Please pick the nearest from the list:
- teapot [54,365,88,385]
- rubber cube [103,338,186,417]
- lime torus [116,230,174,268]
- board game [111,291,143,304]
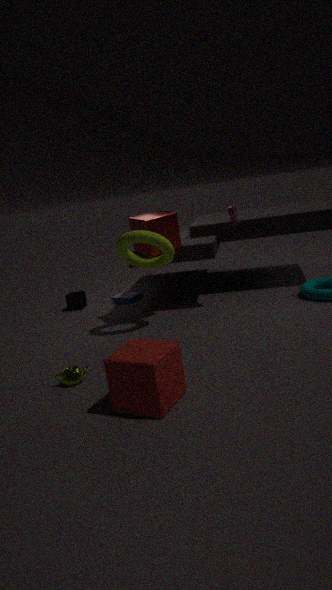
rubber cube [103,338,186,417]
